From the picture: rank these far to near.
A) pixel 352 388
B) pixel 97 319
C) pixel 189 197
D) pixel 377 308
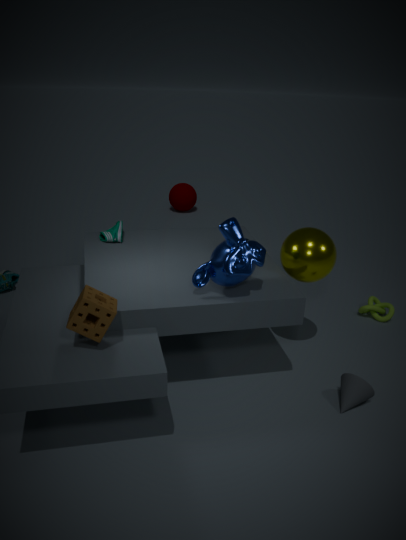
pixel 189 197, pixel 377 308, pixel 352 388, pixel 97 319
